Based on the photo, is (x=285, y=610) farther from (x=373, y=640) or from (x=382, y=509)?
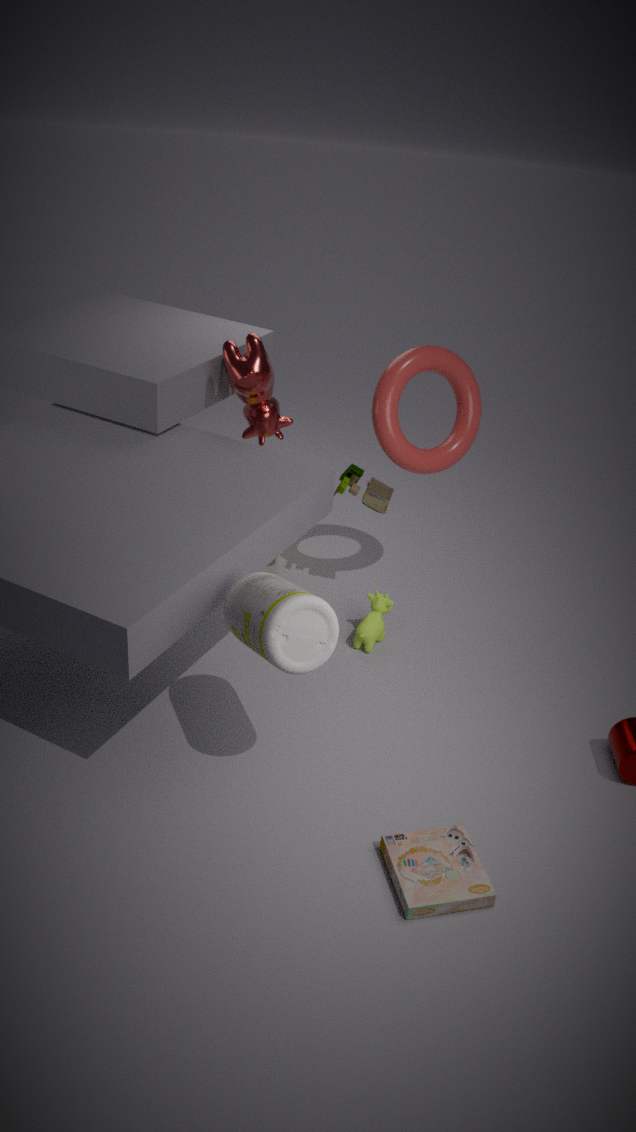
(x=382, y=509)
